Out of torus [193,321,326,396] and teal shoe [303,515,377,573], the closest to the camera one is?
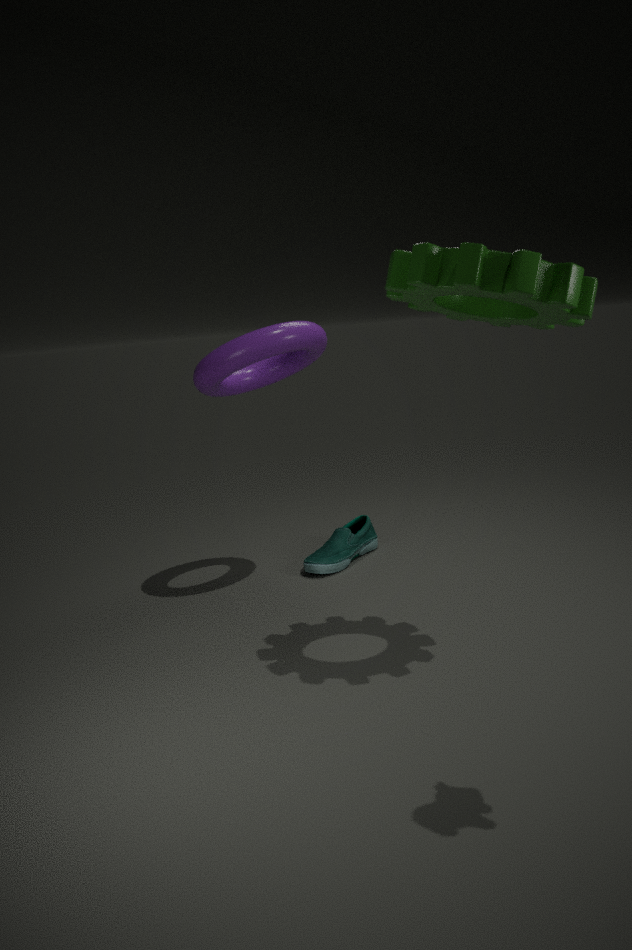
torus [193,321,326,396]
